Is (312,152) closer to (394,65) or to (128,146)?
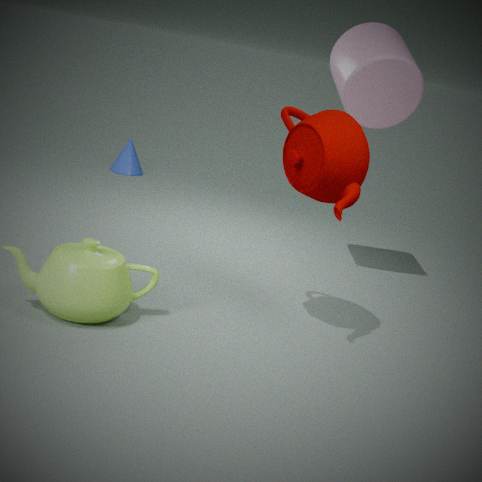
(394,65)
